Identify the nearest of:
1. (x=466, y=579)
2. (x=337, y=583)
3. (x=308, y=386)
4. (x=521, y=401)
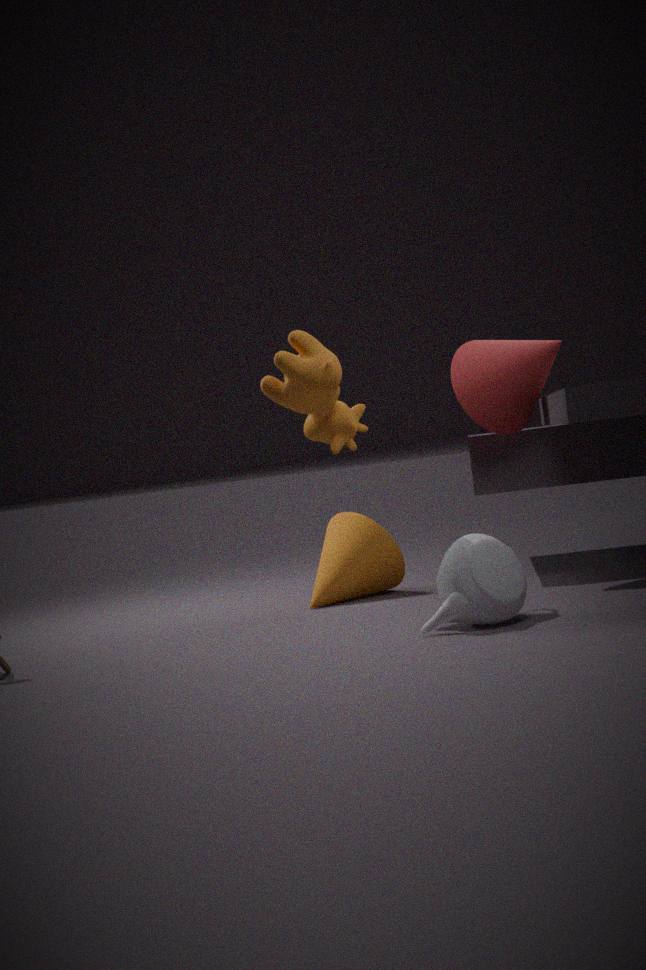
(x=466, y=579)
